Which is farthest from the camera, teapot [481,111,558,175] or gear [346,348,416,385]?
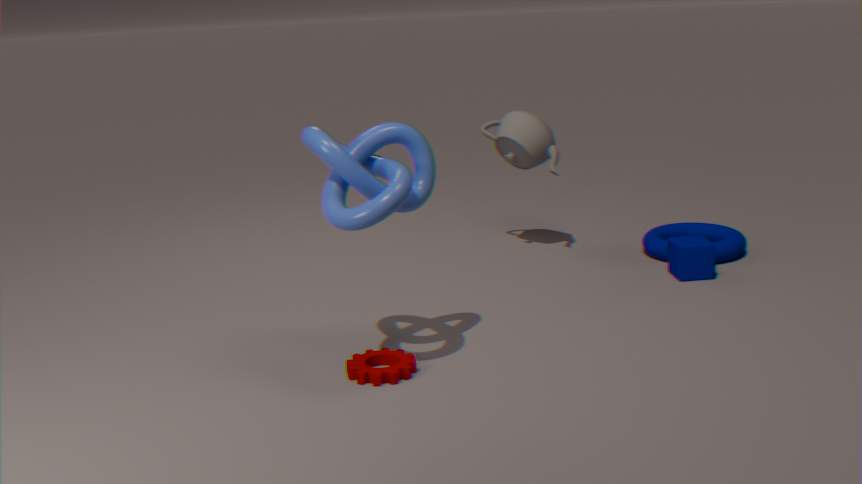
teapot [481,111,558,175]
